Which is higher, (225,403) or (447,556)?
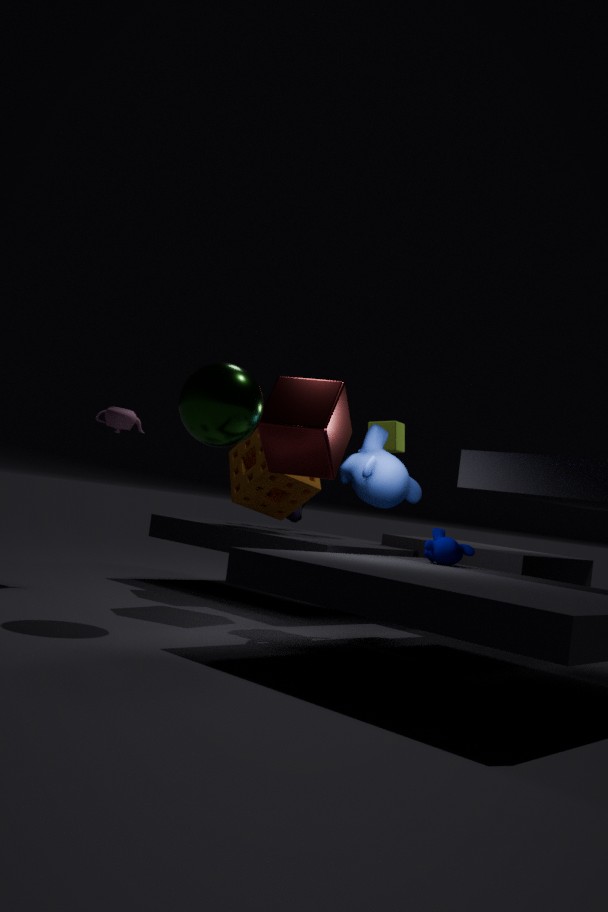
(225,403)
